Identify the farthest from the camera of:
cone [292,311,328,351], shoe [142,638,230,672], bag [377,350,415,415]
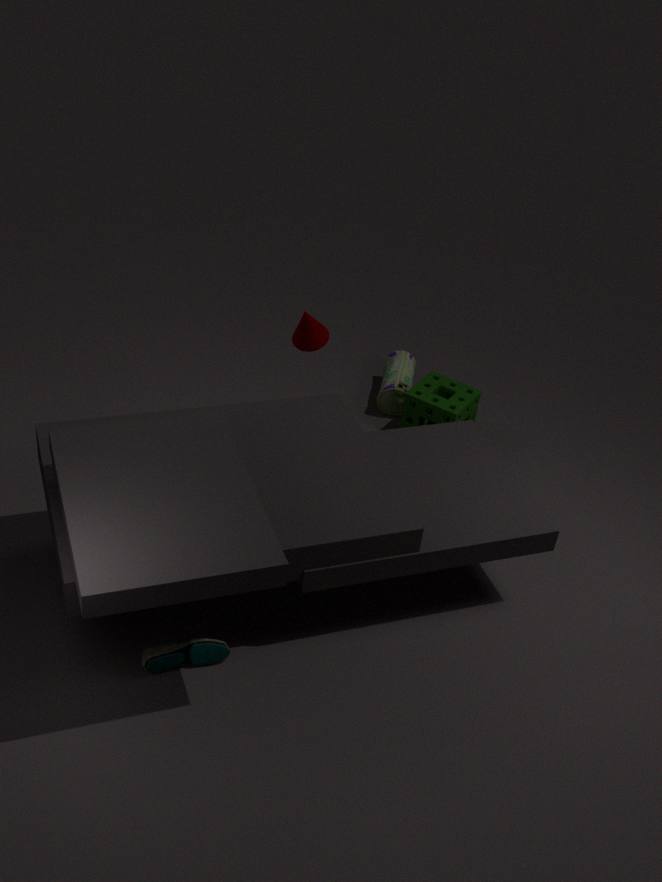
bag [377,350,415,415]
